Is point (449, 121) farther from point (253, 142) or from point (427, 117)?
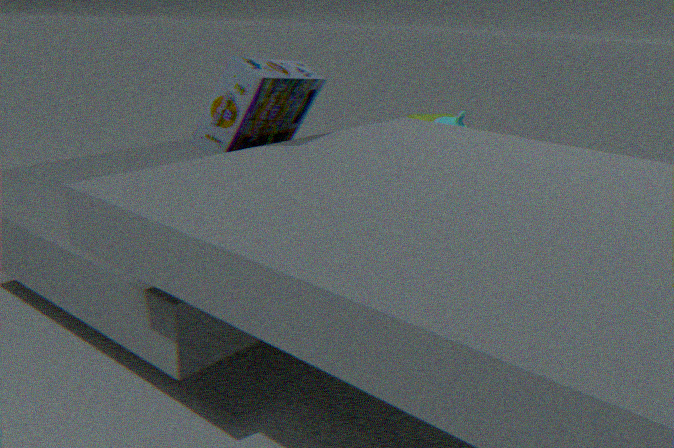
point (427, 117)
